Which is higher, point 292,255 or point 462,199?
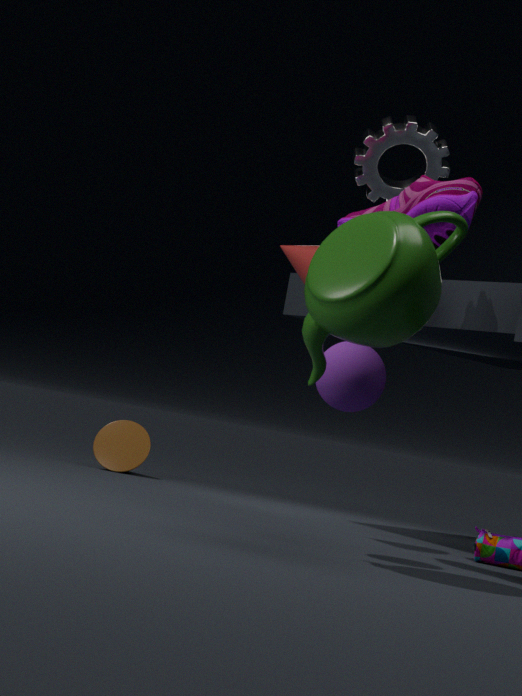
point 462,199
